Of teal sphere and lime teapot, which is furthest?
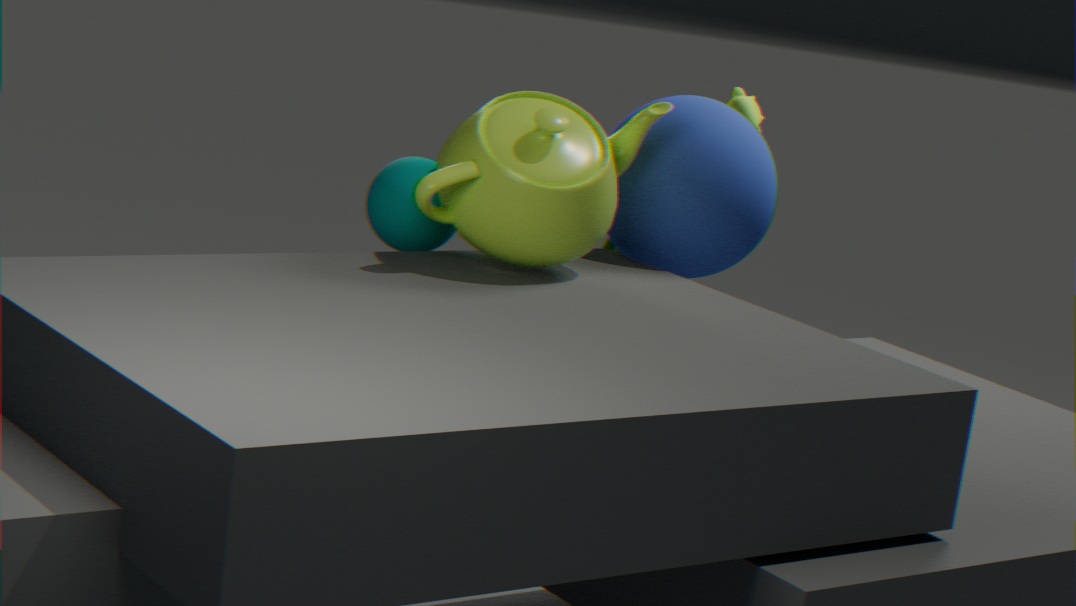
teal sphere
